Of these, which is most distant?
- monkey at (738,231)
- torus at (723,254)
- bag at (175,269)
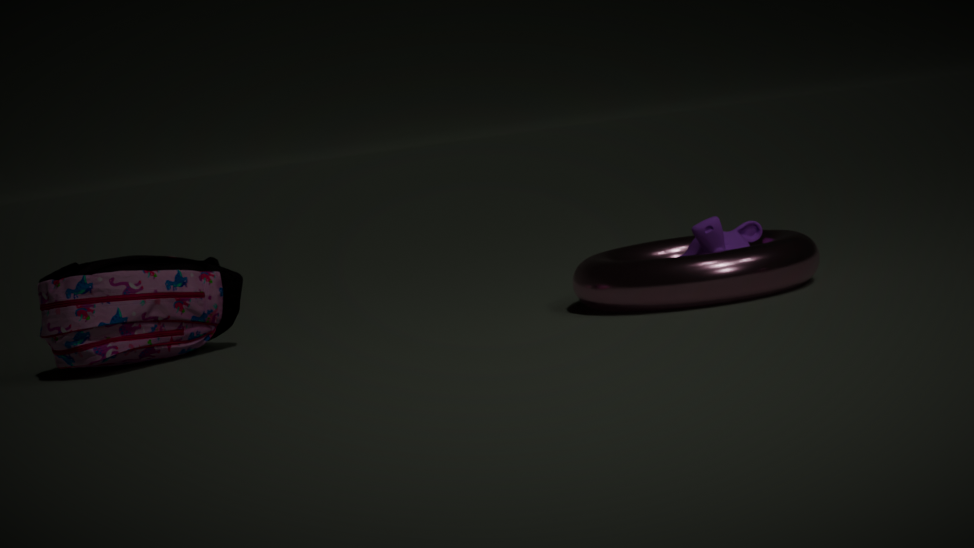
bag at (175,269)
